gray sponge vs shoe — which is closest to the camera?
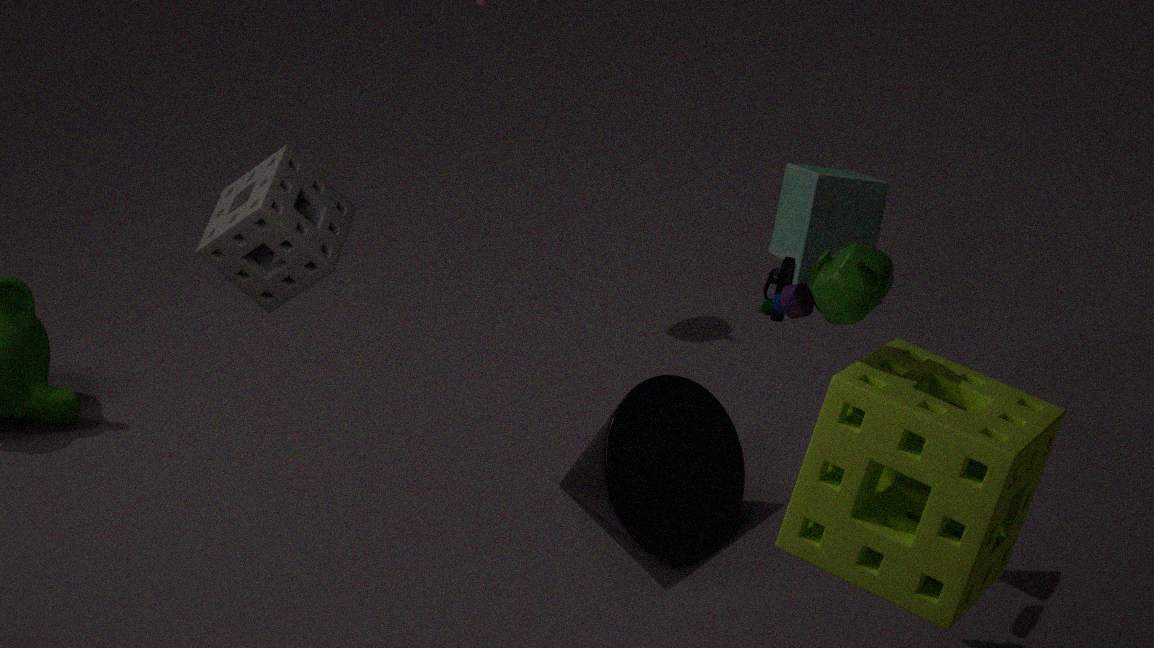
gray sponge
